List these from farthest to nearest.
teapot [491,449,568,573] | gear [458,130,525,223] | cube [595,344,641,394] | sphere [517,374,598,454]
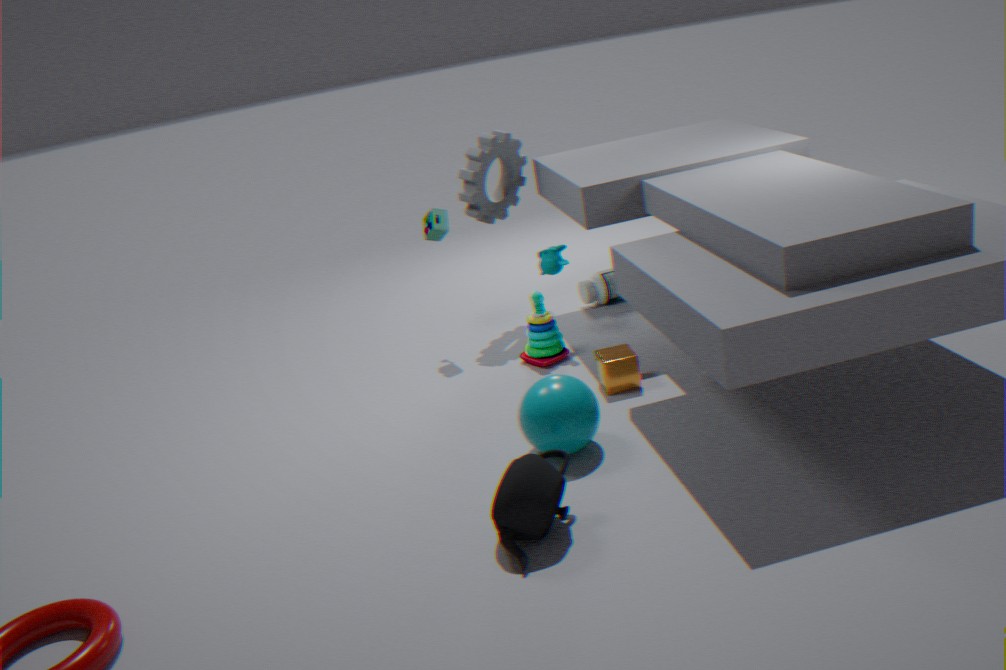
gear [458,130,525,223] → cube [595,344,641,394] → sphere [517,374,598,454] → teapot [491,449,568,573]
